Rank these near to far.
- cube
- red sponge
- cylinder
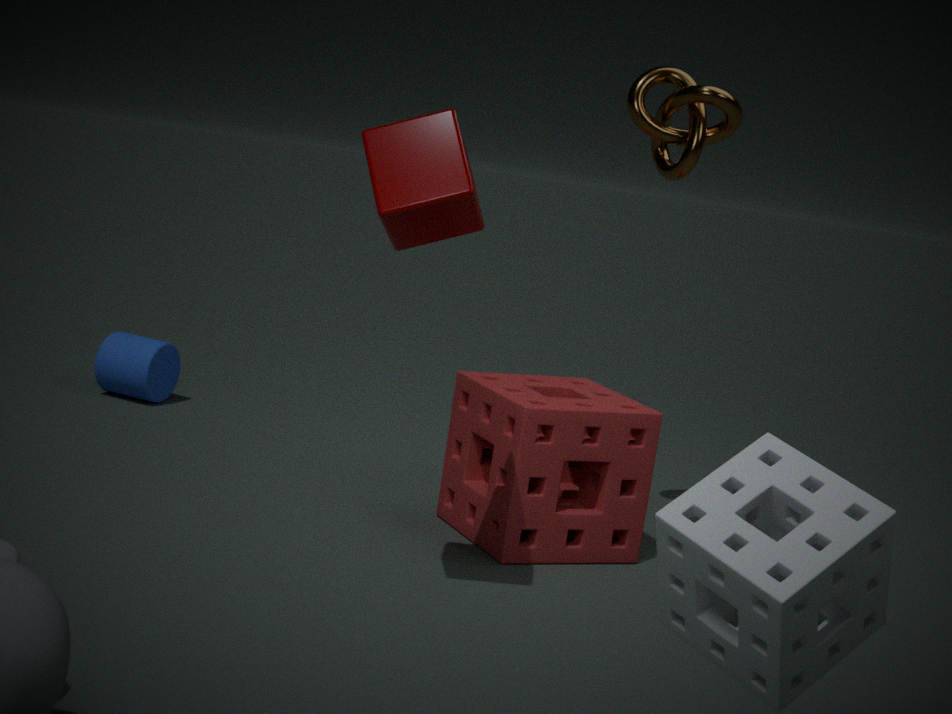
cube → red sponge → cylinder
